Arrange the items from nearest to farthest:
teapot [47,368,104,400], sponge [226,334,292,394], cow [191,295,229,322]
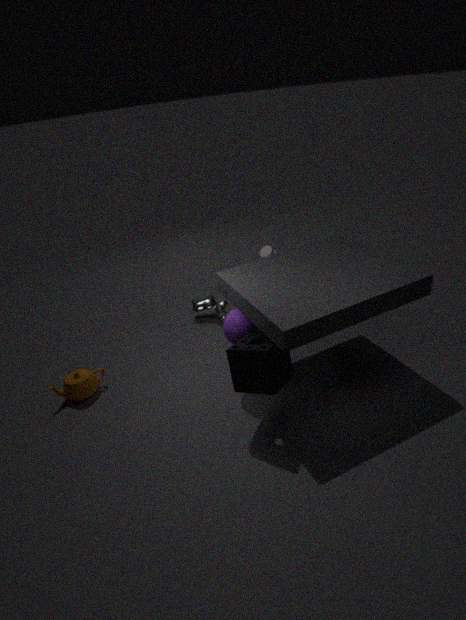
sponge [226,334,292,394], teapot [47,368,104,400], cow [191,295,229,322]
